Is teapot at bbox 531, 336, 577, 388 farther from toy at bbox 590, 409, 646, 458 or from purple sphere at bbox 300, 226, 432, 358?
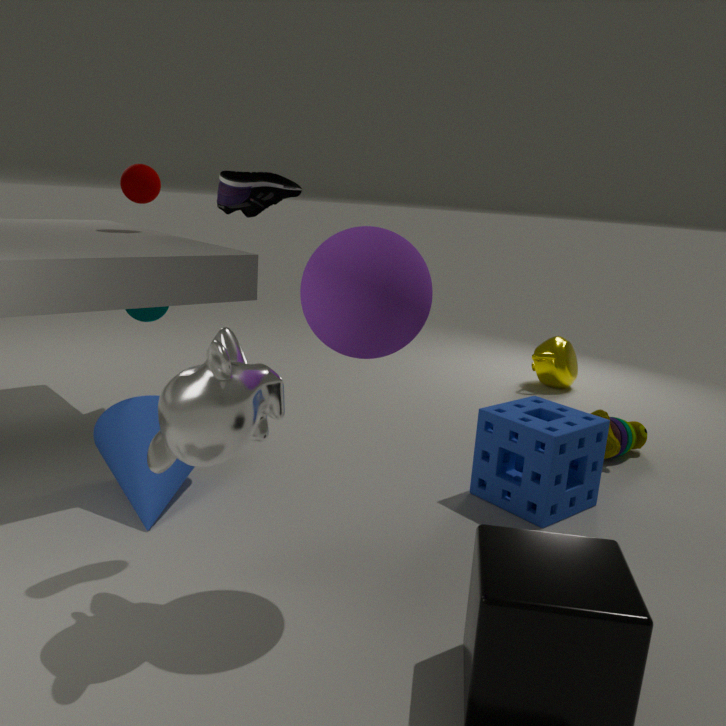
purple sphere at bbox 300, 226, 432, 358
